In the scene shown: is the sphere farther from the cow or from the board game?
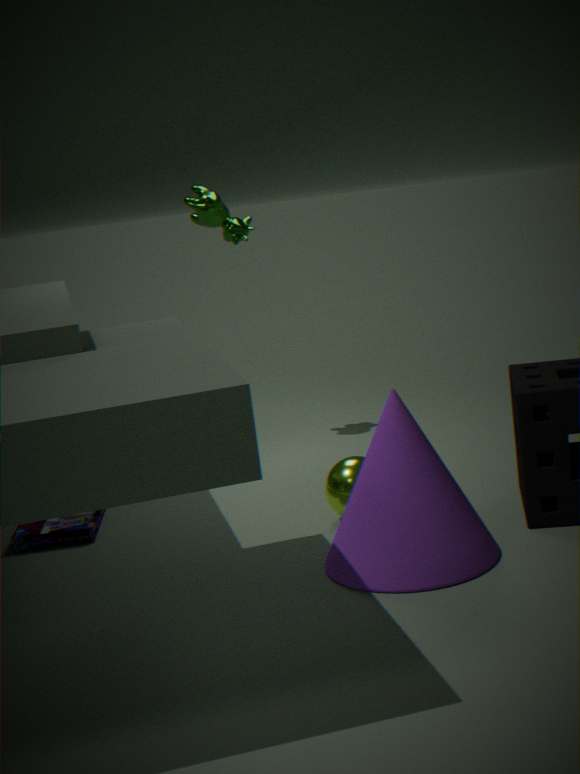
the cow
